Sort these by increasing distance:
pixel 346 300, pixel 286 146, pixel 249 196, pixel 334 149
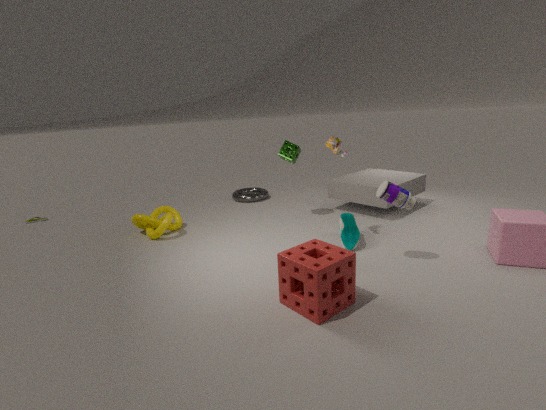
pixel 346 300 → pixel 334 149 → pixel 286 146 → pixel 249 196
